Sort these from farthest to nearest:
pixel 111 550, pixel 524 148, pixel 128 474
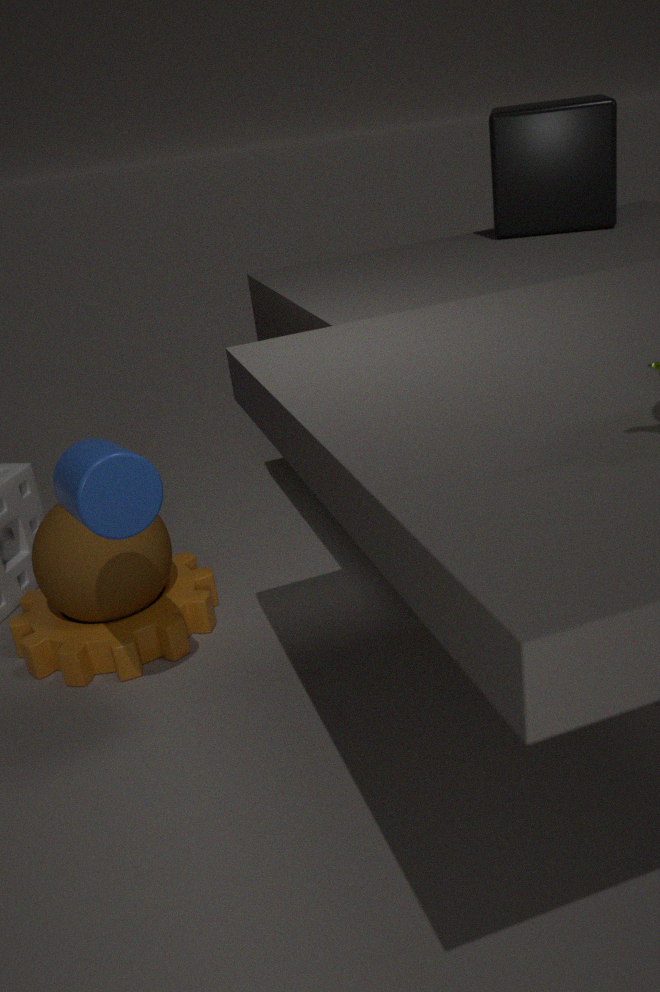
pixel 524 148
pixel 111 550
pixel 128 474
